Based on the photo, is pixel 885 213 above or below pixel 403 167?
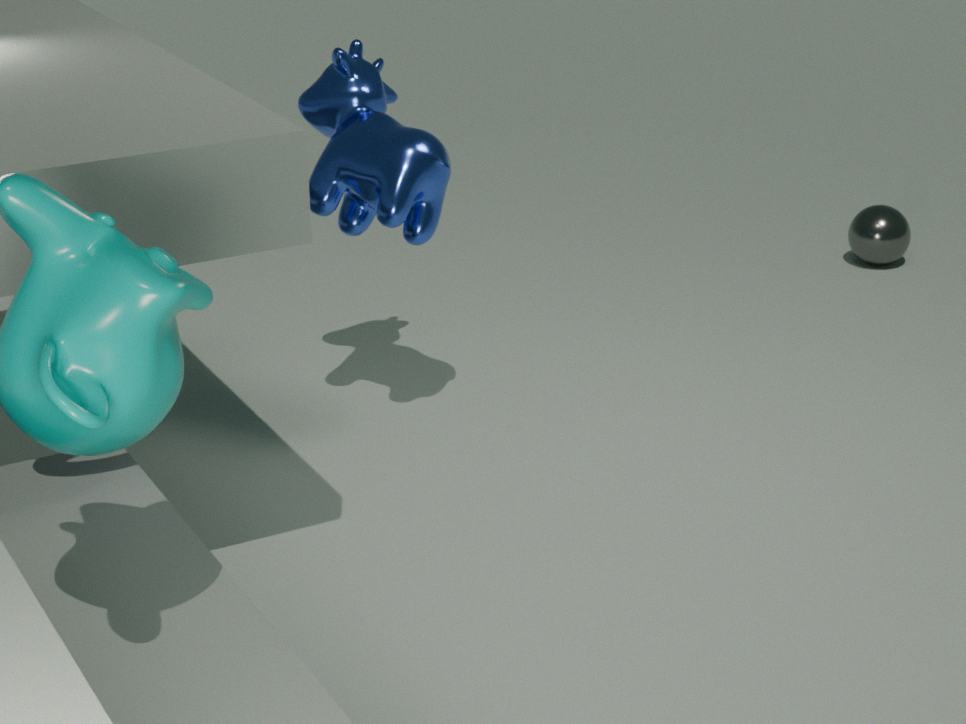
below
